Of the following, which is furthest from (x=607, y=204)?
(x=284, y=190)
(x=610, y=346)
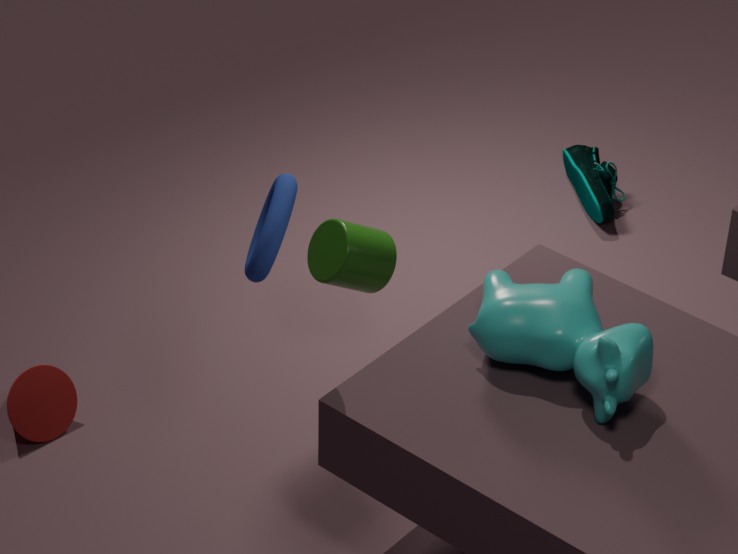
(x=284, y=190)
